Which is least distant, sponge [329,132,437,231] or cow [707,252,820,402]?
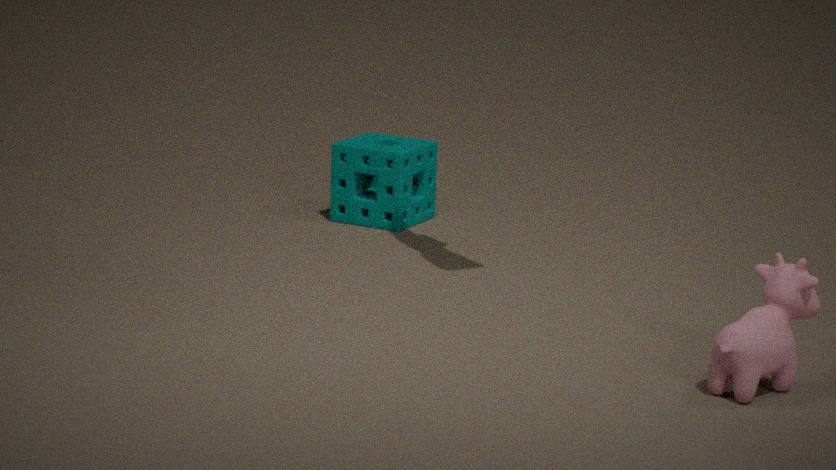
cow [707,252,820,402]
